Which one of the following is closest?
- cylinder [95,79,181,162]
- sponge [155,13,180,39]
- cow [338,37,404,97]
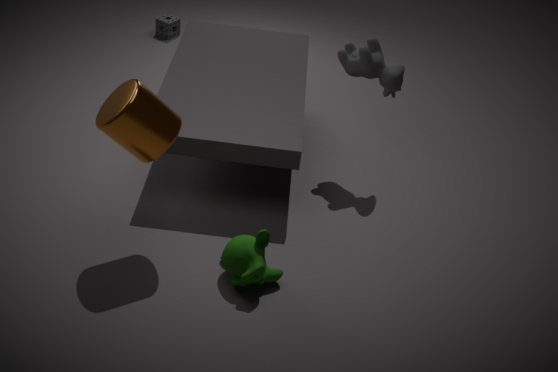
cylinder [95,79,181,162]
